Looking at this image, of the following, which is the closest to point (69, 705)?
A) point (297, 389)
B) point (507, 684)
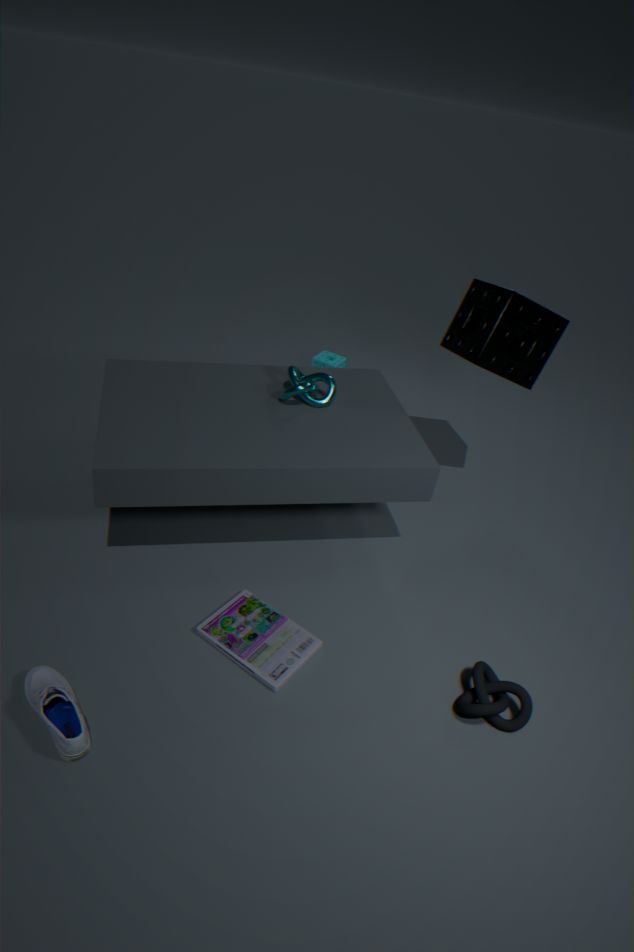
point (507, 684)
